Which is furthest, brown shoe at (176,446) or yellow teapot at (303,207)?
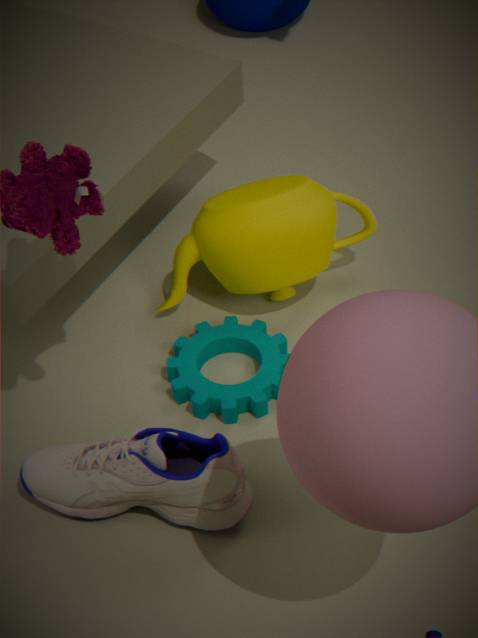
yellow teapot at (303,207)
